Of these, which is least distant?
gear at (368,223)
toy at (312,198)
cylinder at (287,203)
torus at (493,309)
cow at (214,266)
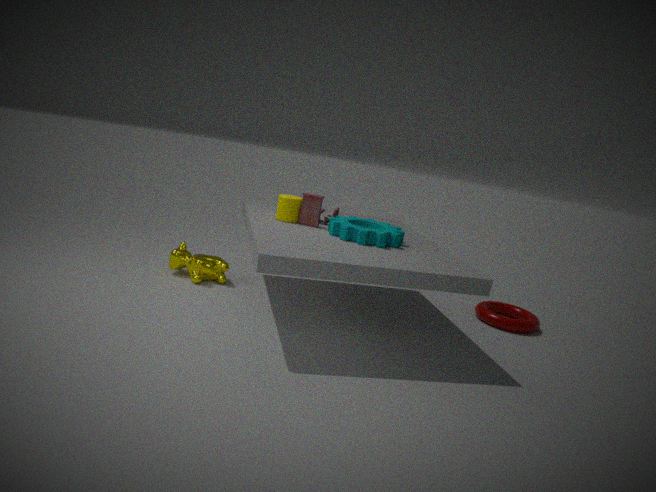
gear at (368,223)
